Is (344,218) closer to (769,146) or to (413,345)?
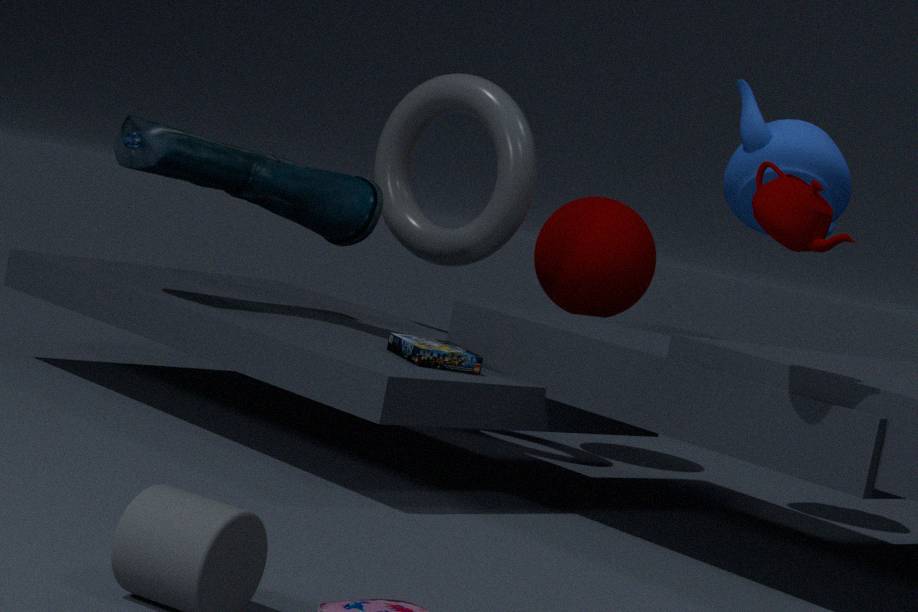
(413,345)
